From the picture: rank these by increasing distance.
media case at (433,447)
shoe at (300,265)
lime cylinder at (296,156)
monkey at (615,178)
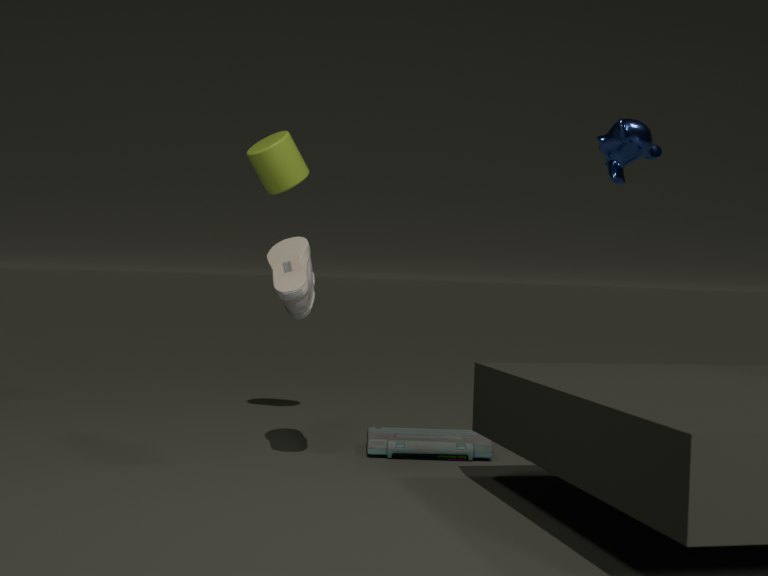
1. monkey at (615,178)
2. shoe at (300,265)
3. media case at (433,447)
4. lime cylinder at (296,156)
